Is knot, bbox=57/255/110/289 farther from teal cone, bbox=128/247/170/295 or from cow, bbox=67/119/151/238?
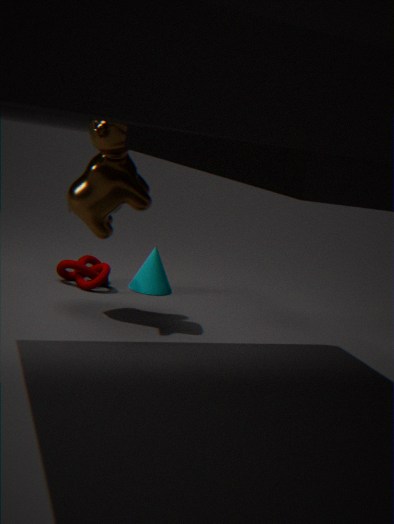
cow, bbox=67/119/151/238
